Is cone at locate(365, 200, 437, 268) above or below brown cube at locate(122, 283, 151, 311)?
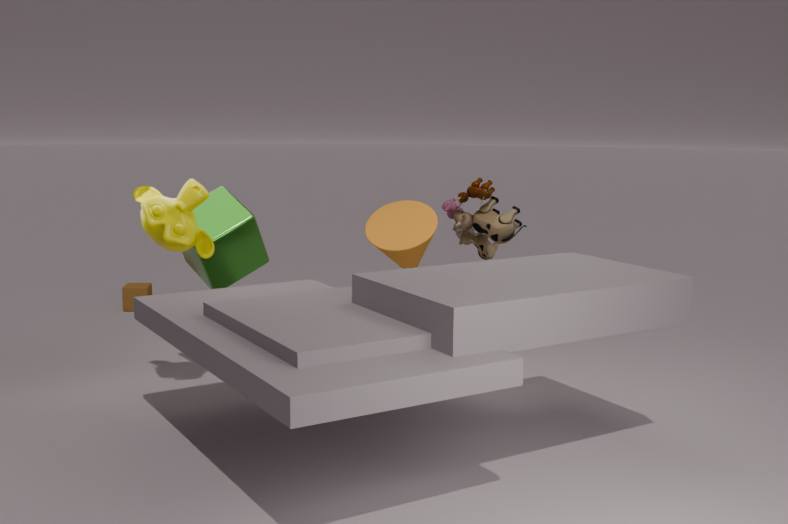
above
